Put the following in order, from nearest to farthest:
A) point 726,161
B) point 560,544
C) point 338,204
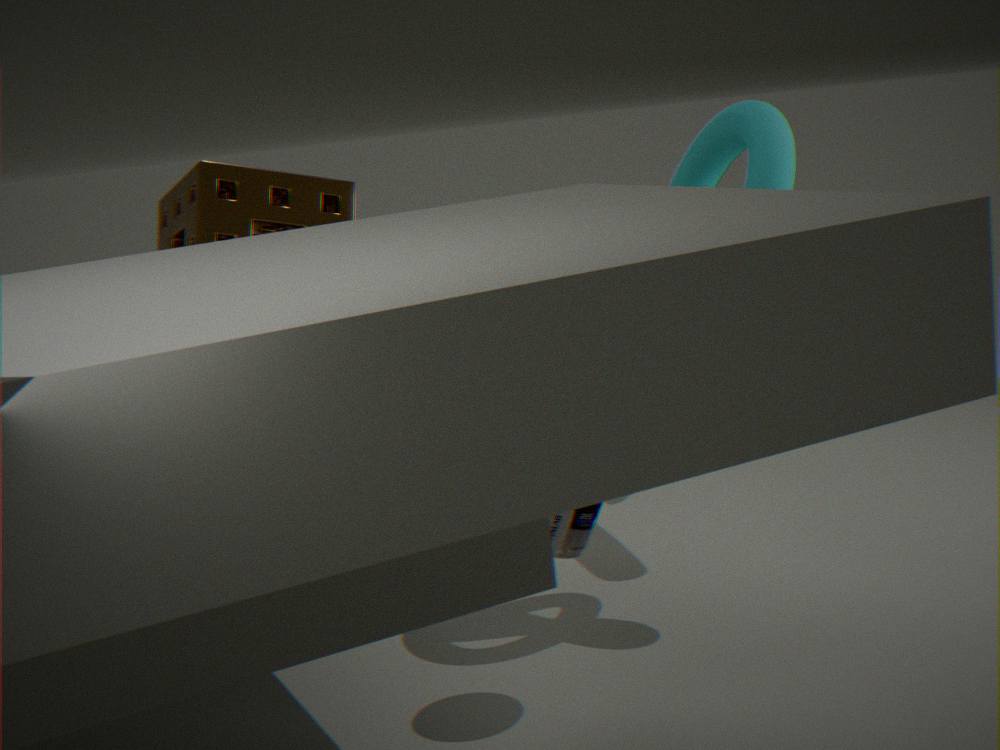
point 560,544 < point 338,204 < point 726,161
